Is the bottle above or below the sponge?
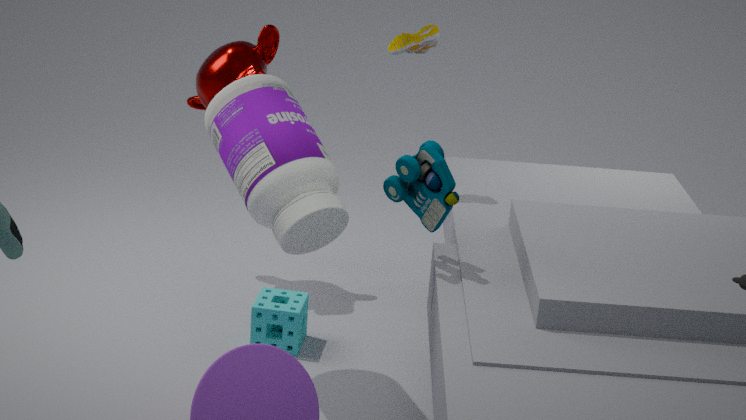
above
